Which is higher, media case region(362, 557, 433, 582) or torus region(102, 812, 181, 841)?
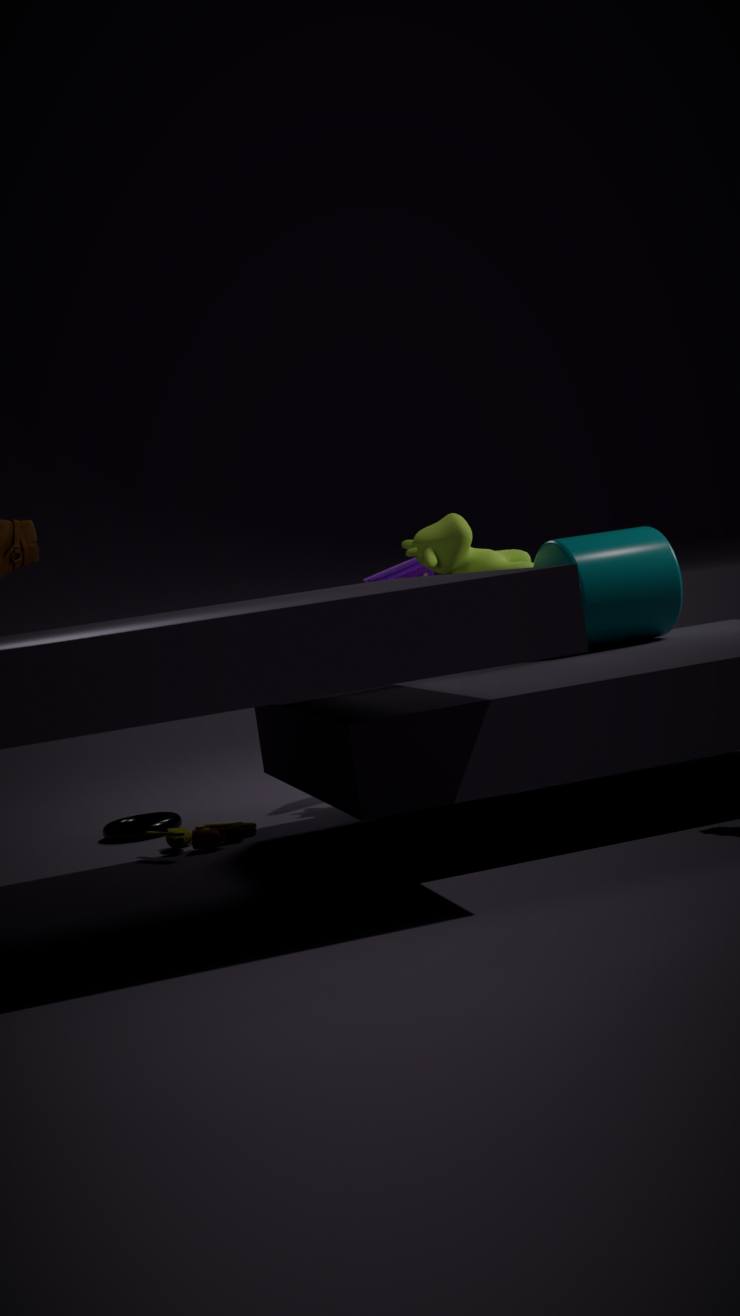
media case region(362, 557, 433, 582)
